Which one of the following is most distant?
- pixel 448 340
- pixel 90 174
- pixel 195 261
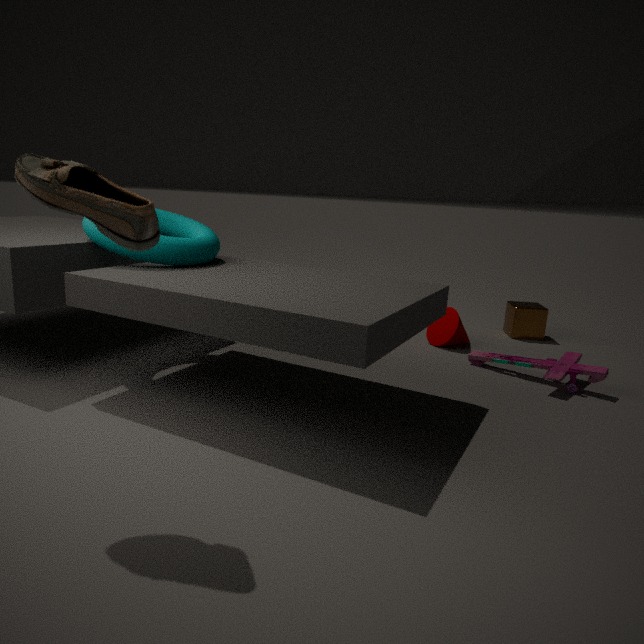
pixel 448 340
